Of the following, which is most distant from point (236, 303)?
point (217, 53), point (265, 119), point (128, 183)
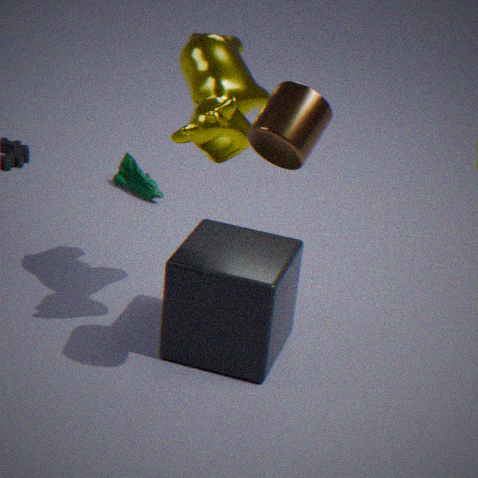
point (128, 183)
